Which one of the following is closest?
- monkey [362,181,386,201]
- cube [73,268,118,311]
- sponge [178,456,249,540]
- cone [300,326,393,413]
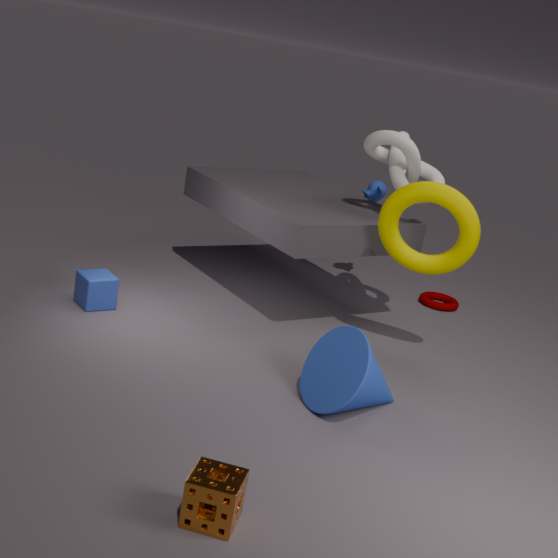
Answer: sponge [178,456,249,540]
